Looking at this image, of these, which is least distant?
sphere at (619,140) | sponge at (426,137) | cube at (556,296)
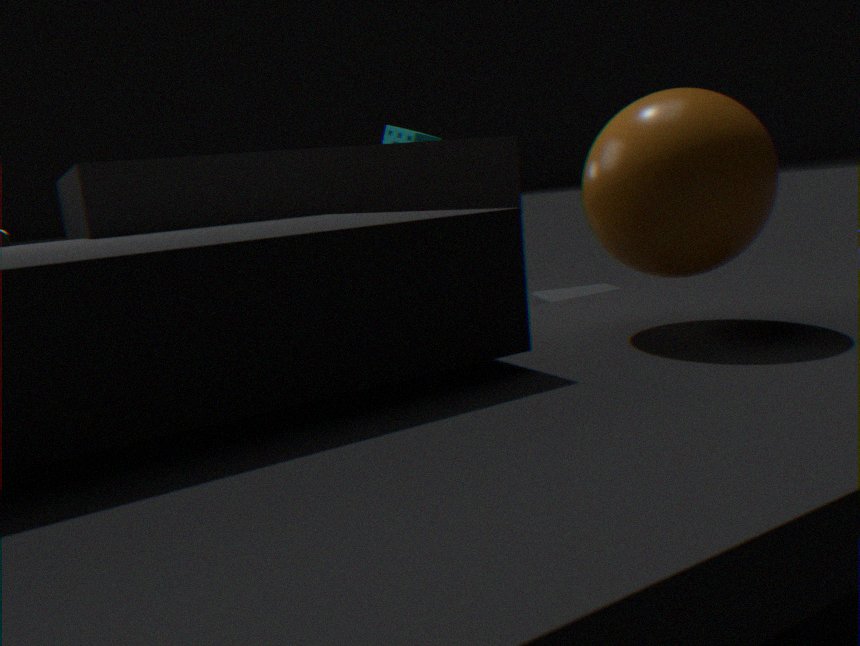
sphere at (619,140)
